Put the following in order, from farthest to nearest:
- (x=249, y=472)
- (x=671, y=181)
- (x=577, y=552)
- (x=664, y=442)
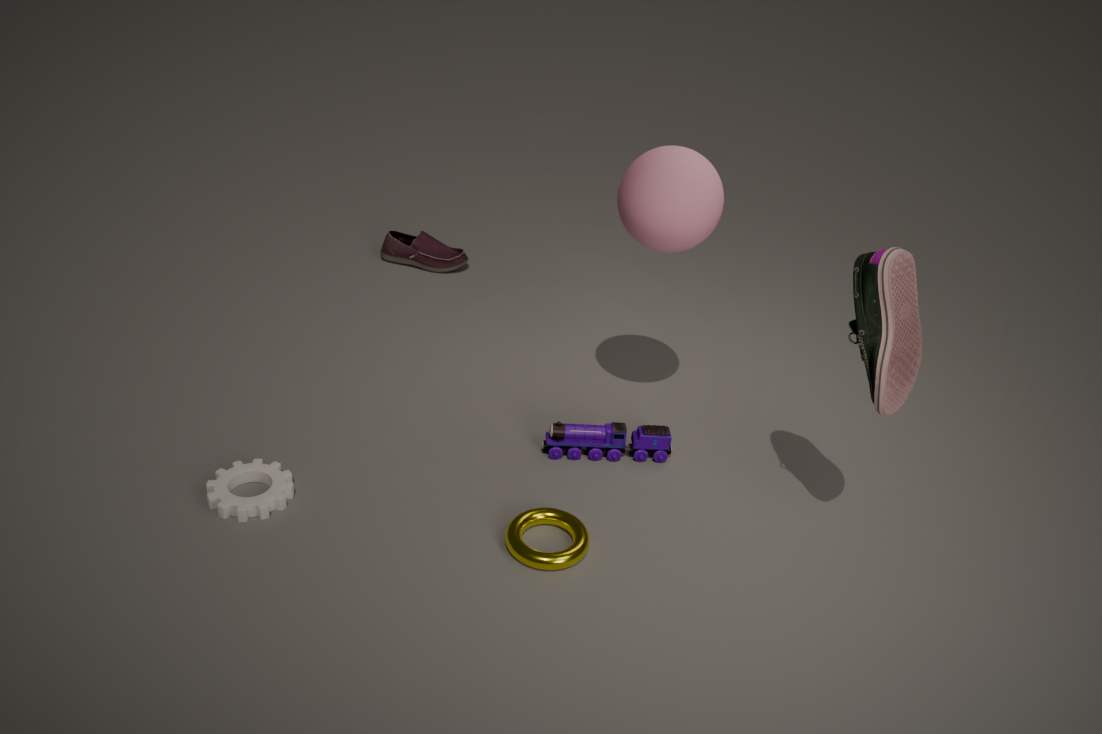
(x=664, y=442) < (x=249, y=472) < (x=671, y=181) < (x=577, y=552)
